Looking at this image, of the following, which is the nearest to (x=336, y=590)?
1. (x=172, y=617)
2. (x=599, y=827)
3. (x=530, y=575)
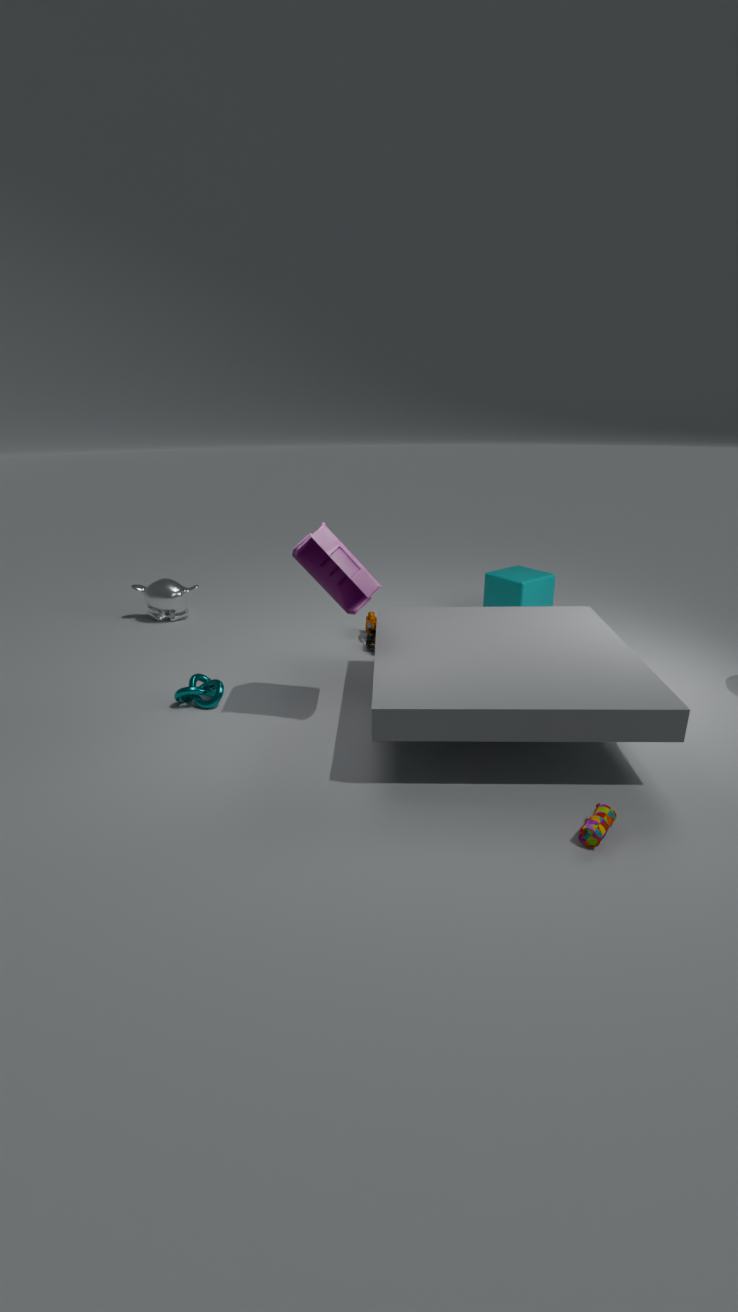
(x=599, y=827)
